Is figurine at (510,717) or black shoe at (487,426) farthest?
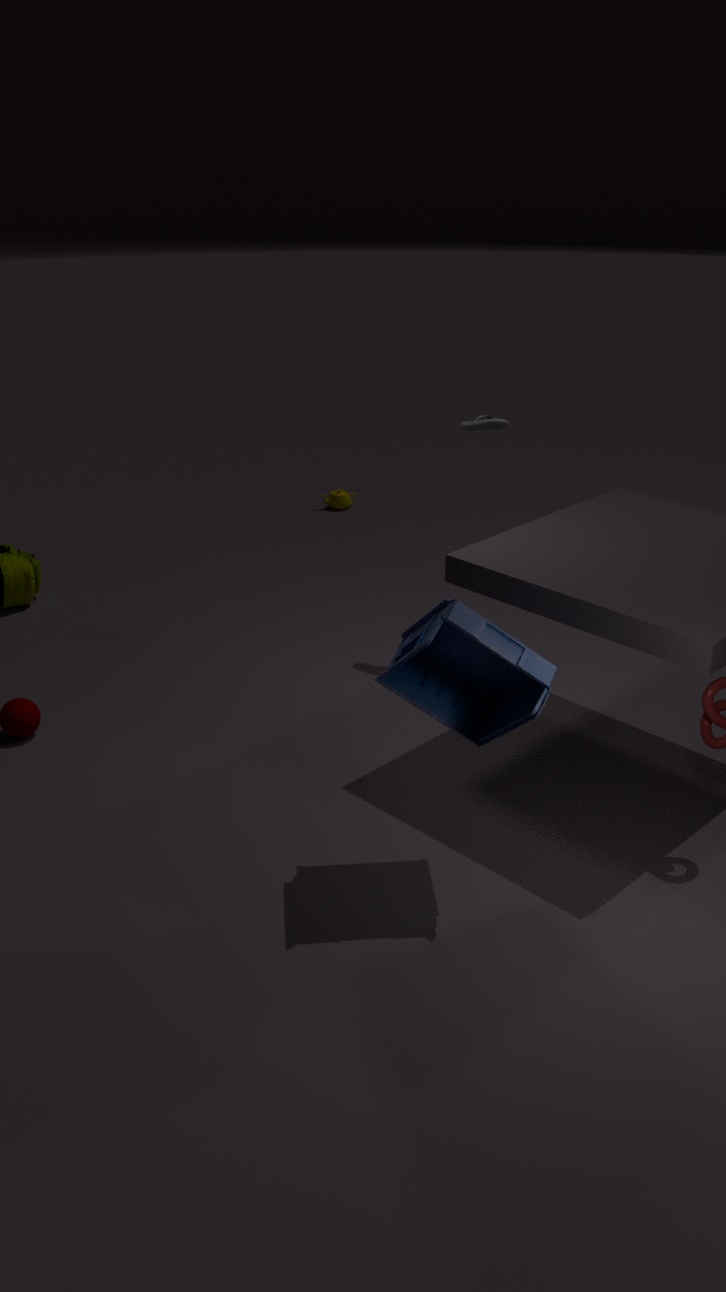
black shoe at (487,426)
